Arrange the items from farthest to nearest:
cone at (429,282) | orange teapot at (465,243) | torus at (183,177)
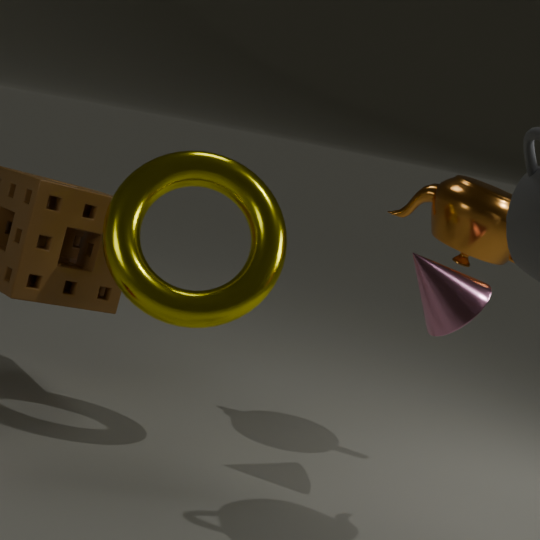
orange teapot at (465,243) < torus at (183,177) < cone at (429,282)
